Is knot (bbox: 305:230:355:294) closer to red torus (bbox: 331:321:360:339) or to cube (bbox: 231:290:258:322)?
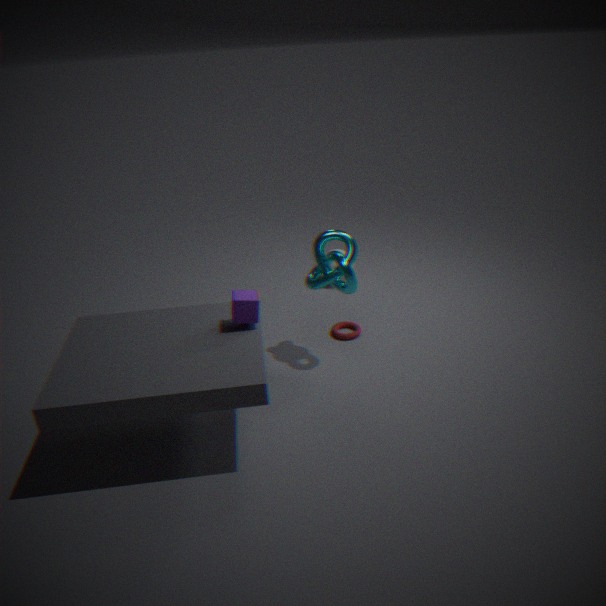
red torus (bbox: 331:321:360:339)
